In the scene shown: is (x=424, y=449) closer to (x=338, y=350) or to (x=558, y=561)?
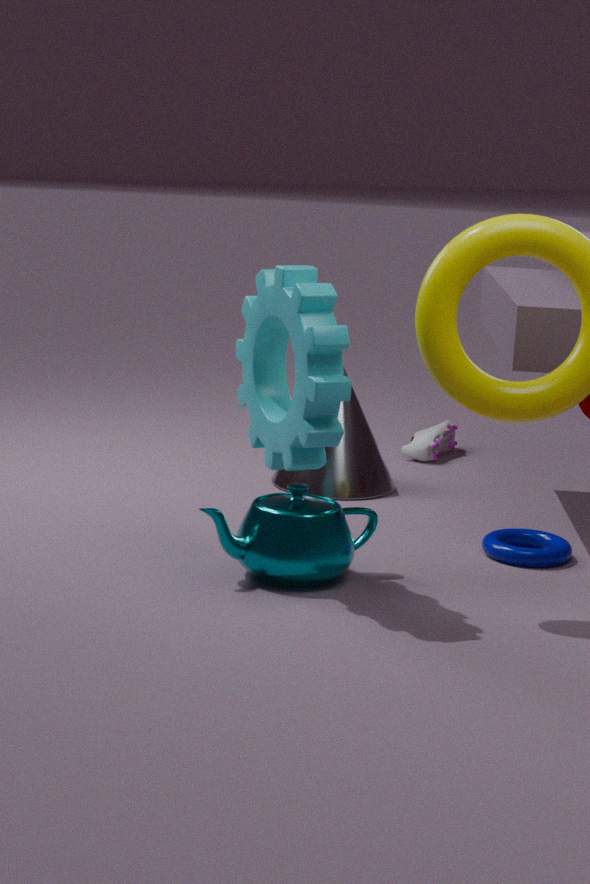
(x=558, y=561)
